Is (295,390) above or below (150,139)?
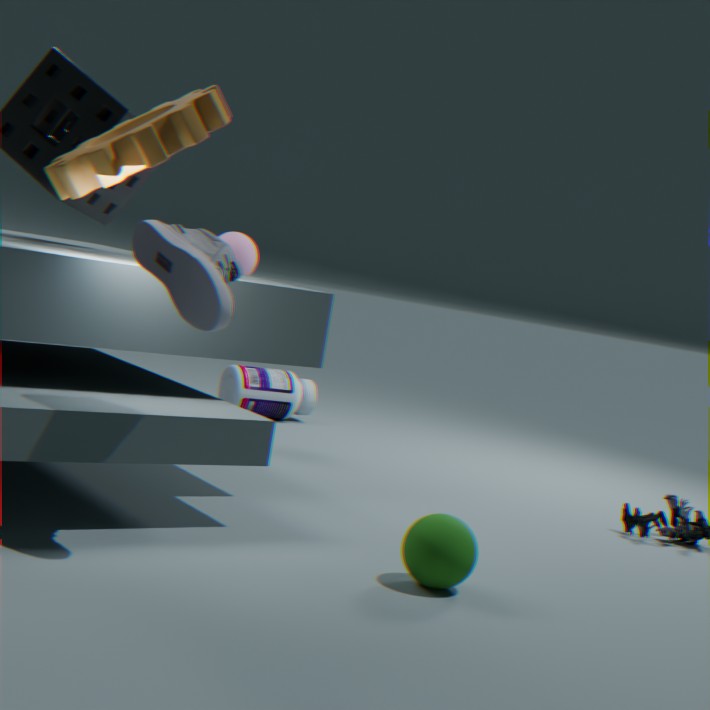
below
